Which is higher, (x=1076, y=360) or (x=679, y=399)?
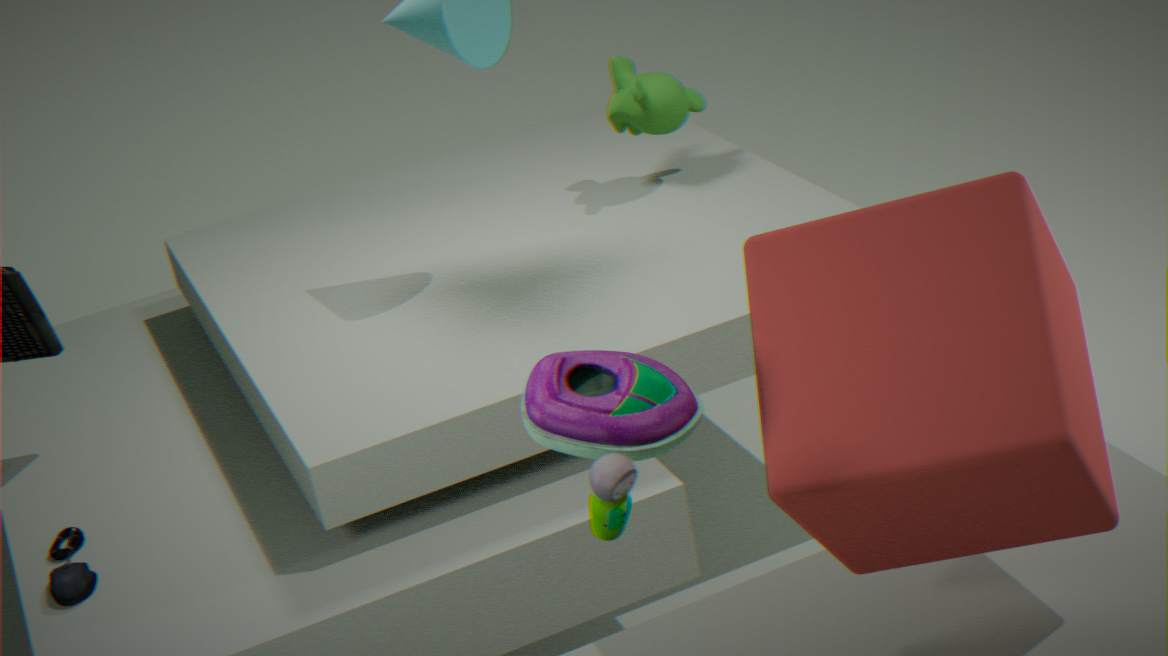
(x=679, y=399)
